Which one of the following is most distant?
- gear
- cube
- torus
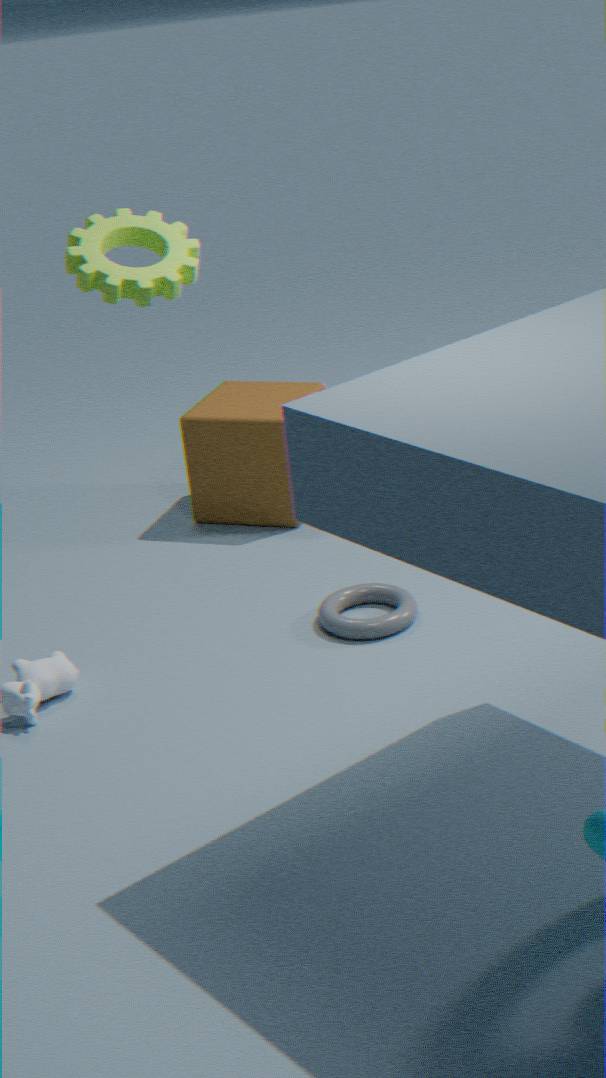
cube
